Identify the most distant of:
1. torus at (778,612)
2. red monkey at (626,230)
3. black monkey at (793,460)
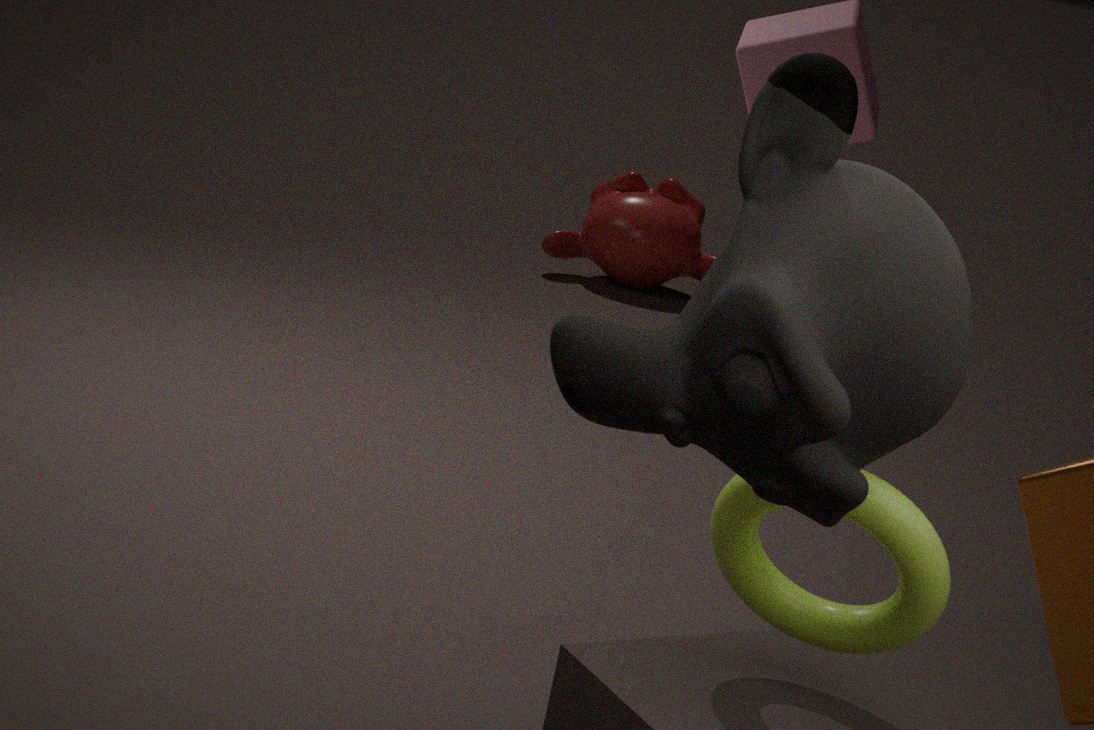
red monkey at (626,230)
